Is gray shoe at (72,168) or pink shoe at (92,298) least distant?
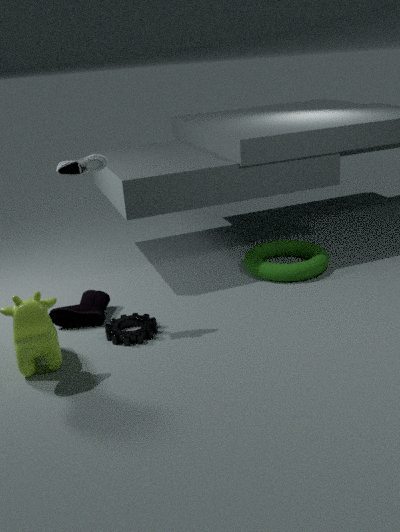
gray shoe at (72,168)
